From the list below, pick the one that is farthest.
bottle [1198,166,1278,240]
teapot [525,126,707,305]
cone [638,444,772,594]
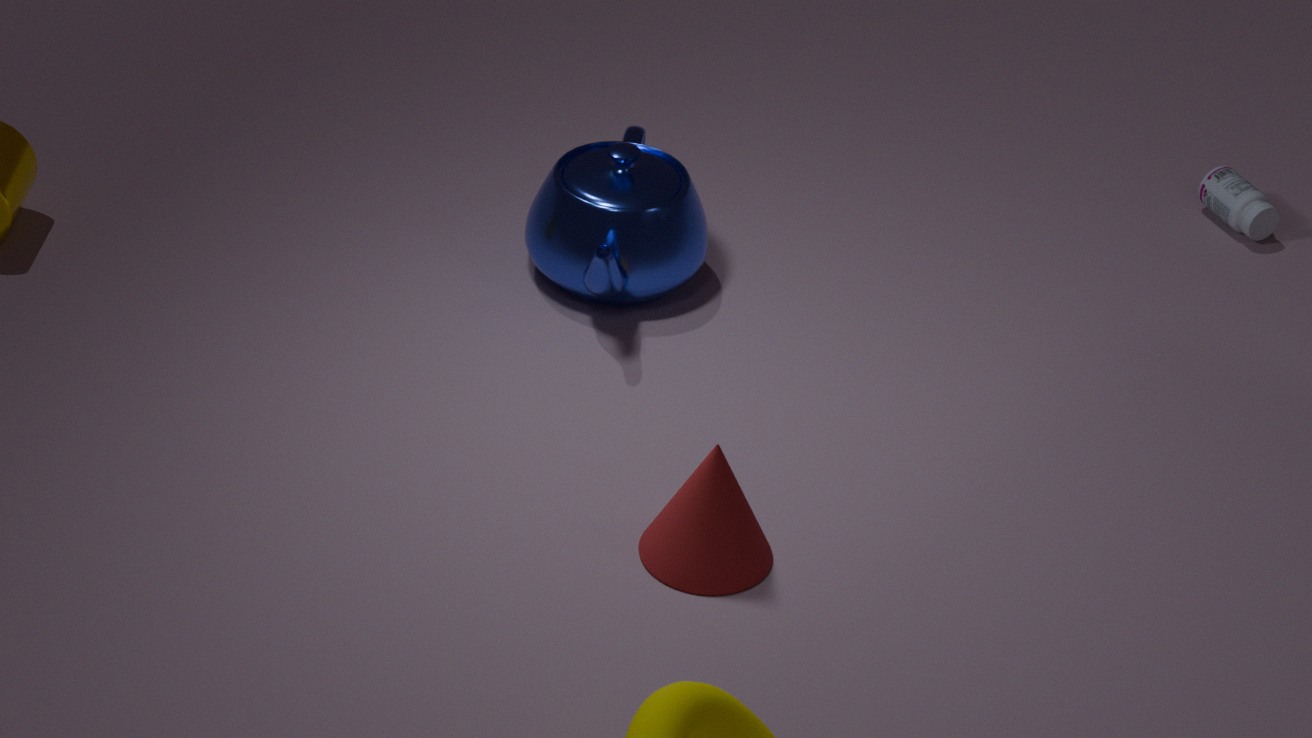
bottle [1198,166,1278,240]
